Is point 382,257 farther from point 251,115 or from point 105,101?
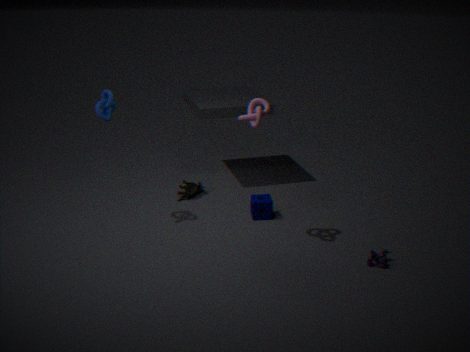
point 105,101
